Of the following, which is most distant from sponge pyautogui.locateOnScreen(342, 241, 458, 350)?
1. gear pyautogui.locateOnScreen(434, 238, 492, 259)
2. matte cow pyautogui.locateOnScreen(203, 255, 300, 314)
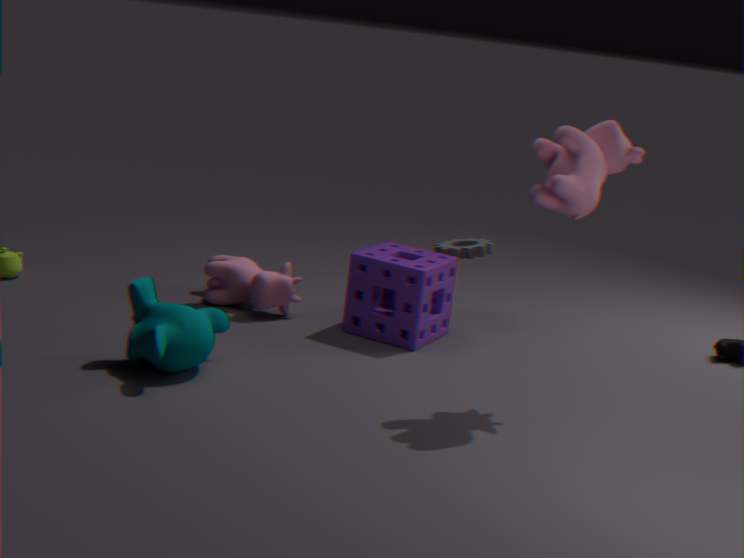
matte cow pyautogui.locateOnScreen(203, 255, 300, 314)
